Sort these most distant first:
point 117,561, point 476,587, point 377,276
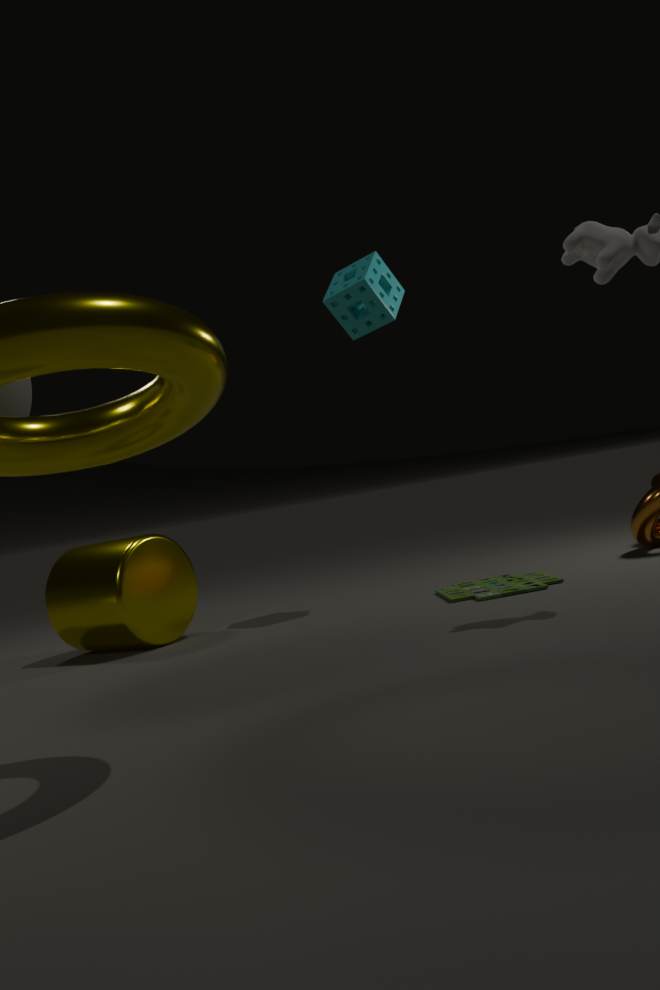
point 377,276, point 476,587, point 117,561
